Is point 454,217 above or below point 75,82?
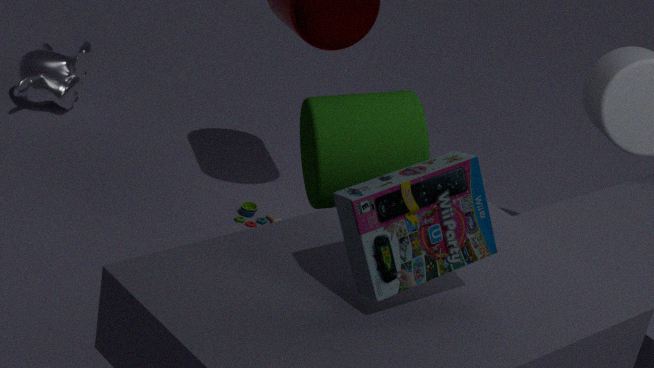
above
